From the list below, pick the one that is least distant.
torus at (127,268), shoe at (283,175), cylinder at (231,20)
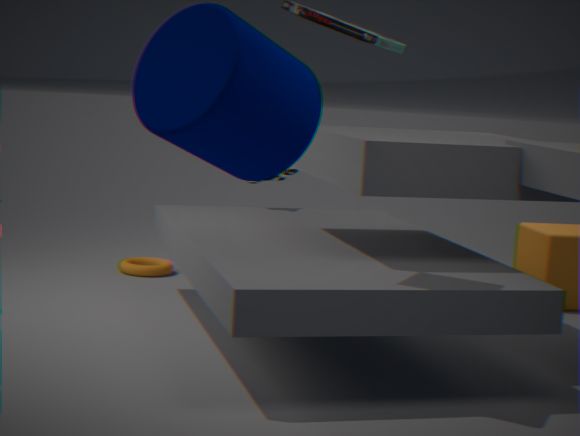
cylinder at (231,20)
